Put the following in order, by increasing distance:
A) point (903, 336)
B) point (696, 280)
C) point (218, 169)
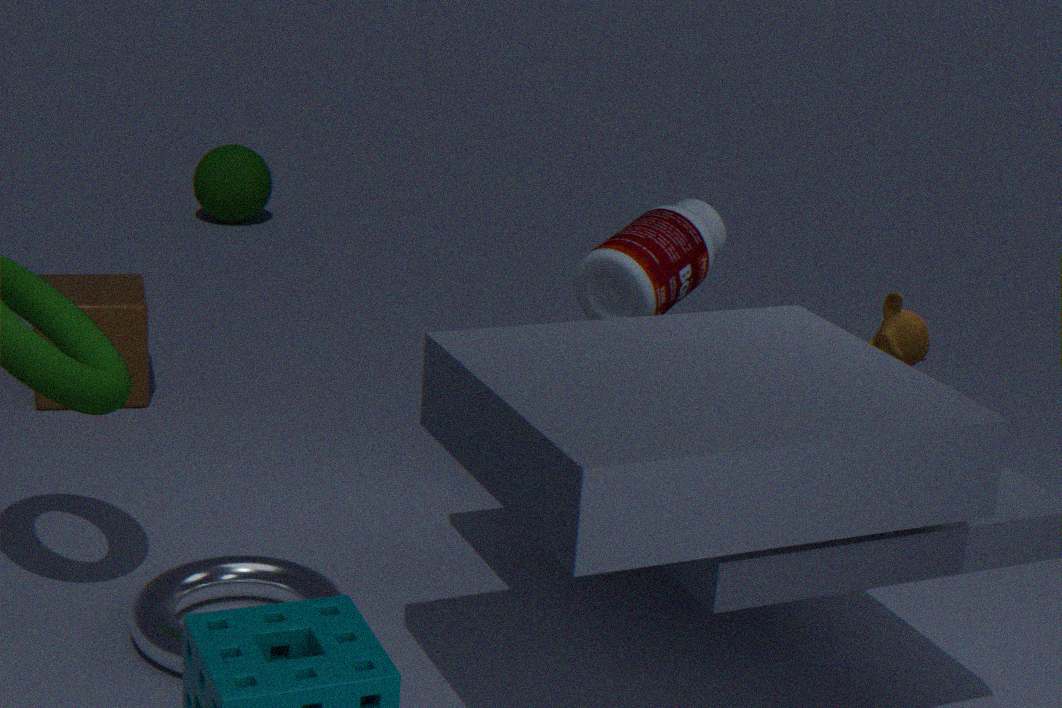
point (903, 336), point (696, 280), point (218, 169)
